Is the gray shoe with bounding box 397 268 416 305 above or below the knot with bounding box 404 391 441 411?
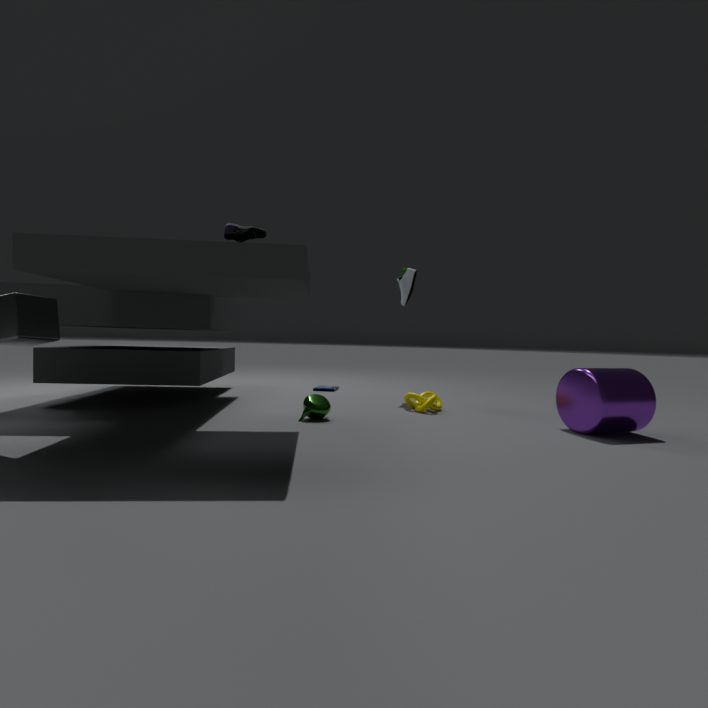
above
